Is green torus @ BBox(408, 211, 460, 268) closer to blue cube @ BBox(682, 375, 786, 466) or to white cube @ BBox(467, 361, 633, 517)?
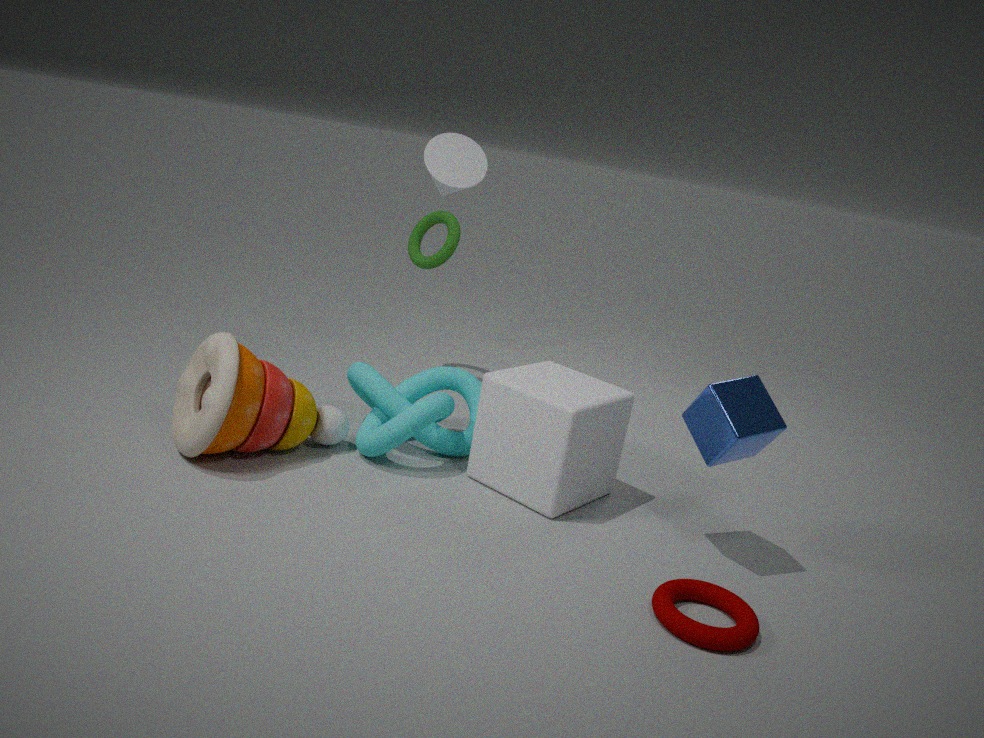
white cube @ BBox(467, 361, 633, 517)
